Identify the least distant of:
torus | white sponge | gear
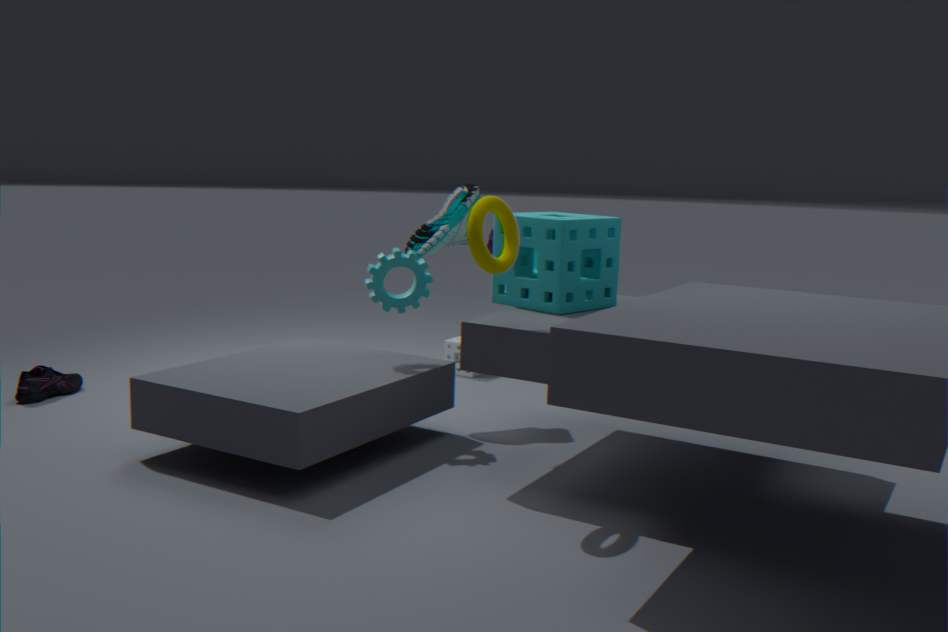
torus
